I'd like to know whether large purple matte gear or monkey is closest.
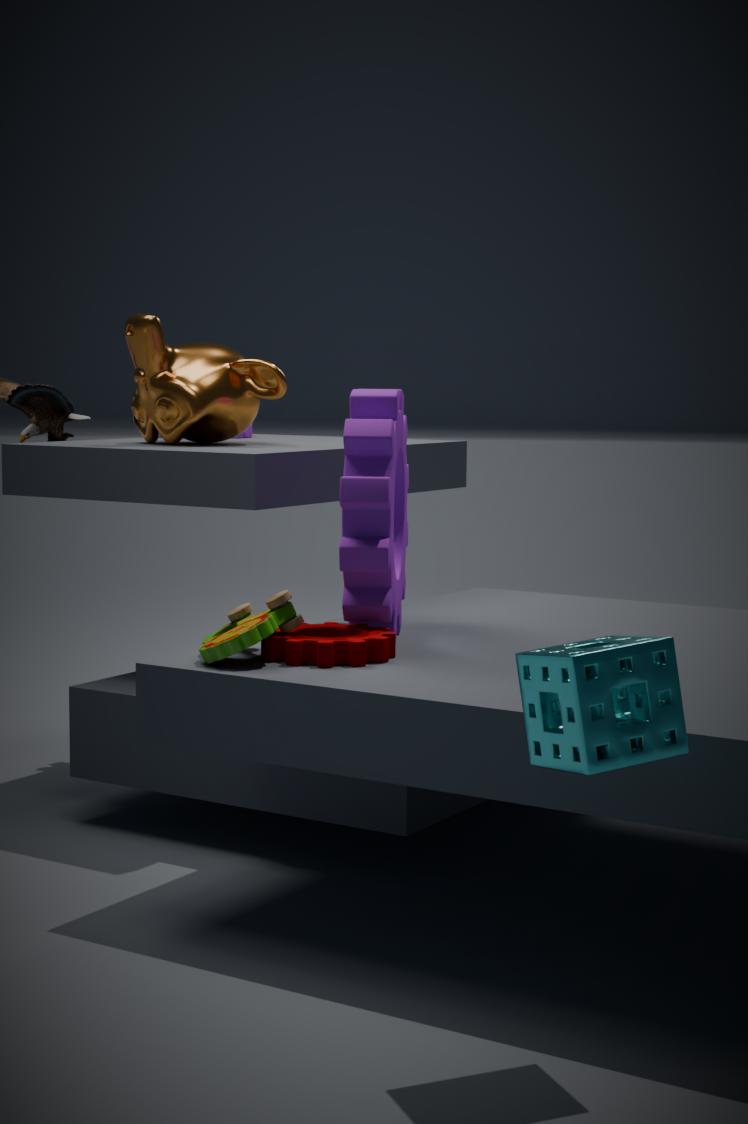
large purple matte gear
